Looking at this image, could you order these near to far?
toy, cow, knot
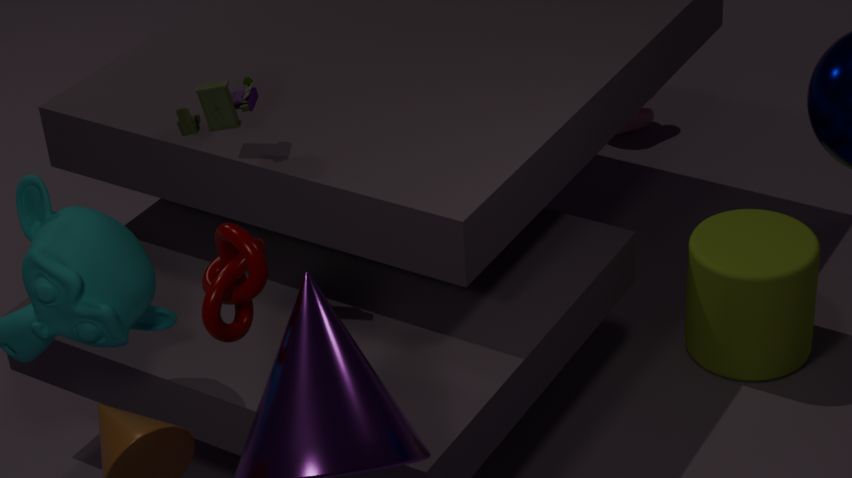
knot < toy < cow
